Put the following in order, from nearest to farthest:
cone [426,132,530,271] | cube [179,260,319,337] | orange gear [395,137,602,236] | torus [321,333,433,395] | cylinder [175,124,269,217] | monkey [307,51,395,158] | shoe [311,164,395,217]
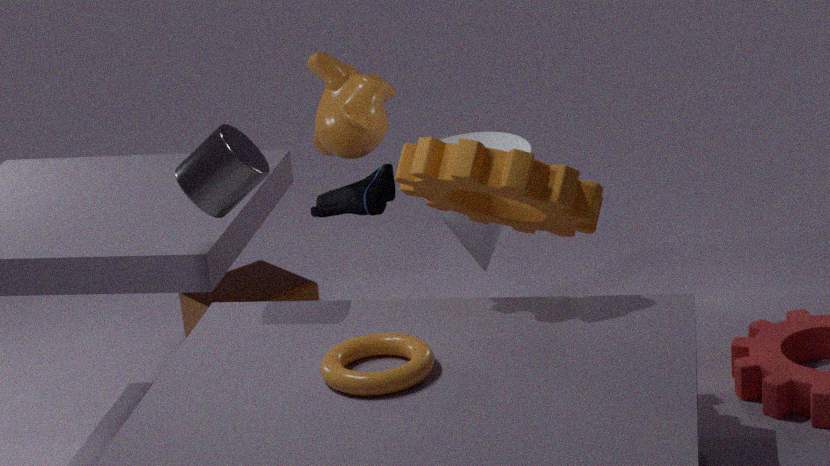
torus [321,333,433,395]
orange gear [395,137,602,236]
cylinder [175,124,269,217]
cone [426,132,530,271]
cube [179,260,319,337]
monkey [307,51,395,158]
shoe [311,164,395,217]
